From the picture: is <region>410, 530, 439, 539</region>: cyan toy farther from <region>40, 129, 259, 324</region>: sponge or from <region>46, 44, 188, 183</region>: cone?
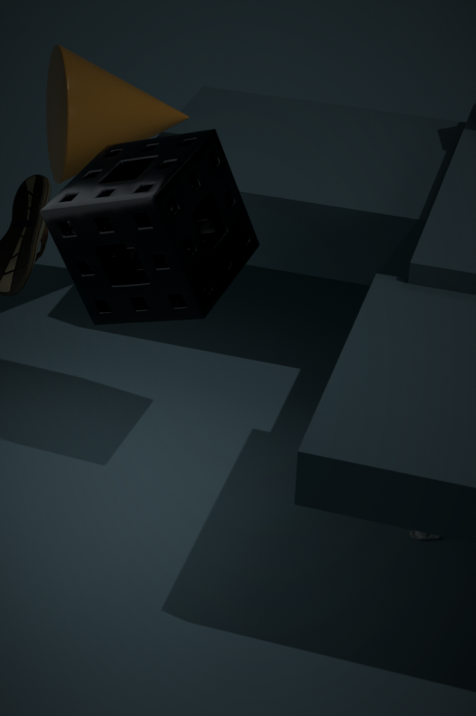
<region>46, 44, 188, 183</region>: cone
